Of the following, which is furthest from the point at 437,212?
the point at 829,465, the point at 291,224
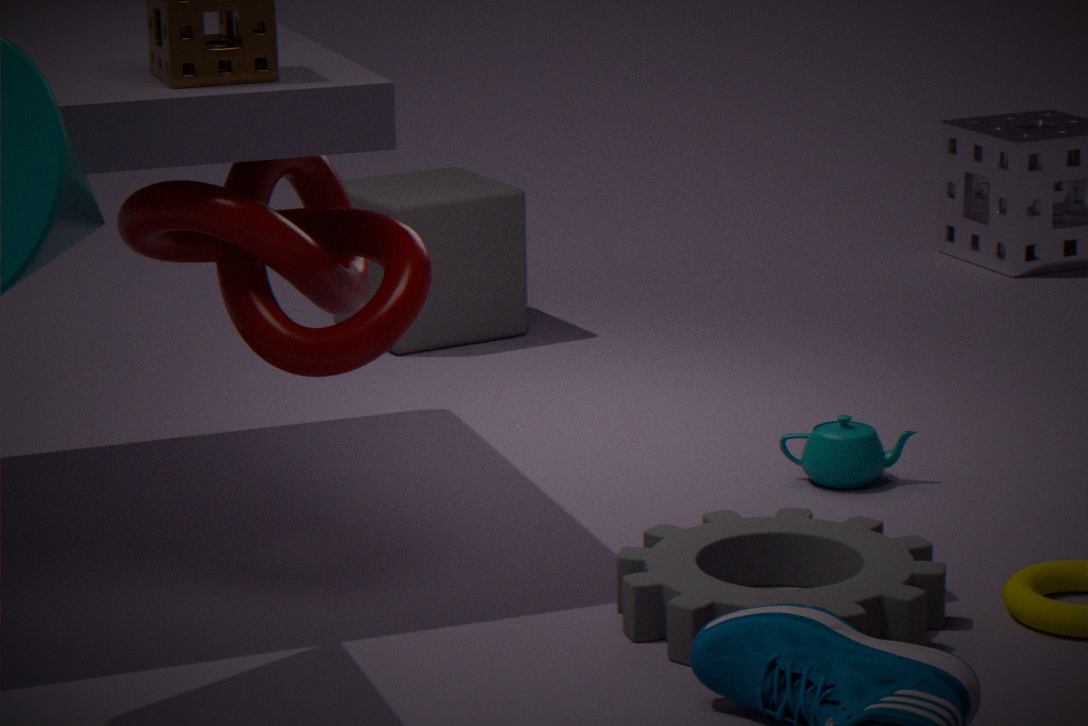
the point at 291,224
